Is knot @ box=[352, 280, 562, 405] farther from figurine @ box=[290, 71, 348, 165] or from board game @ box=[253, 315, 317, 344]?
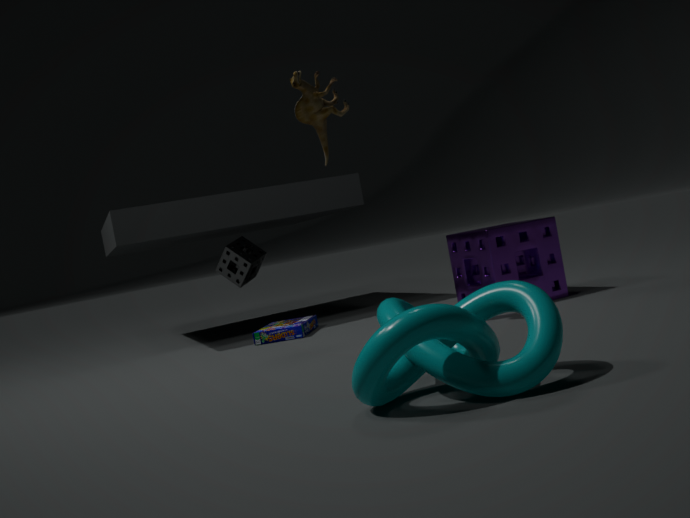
board game @ box=[253, 315, 317, 344]
